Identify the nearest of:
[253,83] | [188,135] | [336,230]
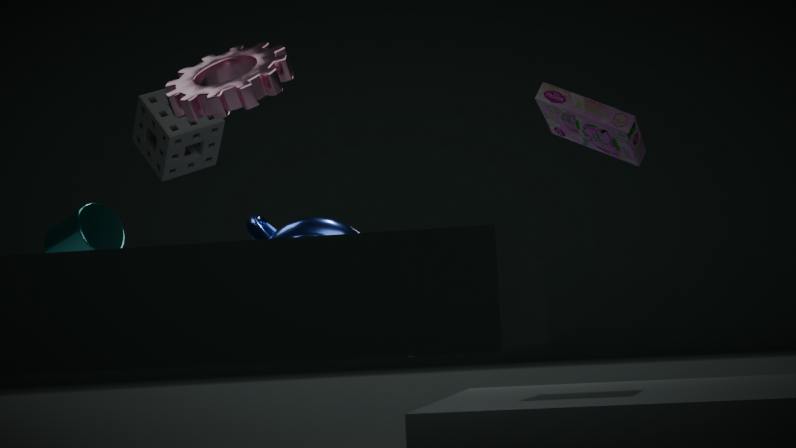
[253,83]
